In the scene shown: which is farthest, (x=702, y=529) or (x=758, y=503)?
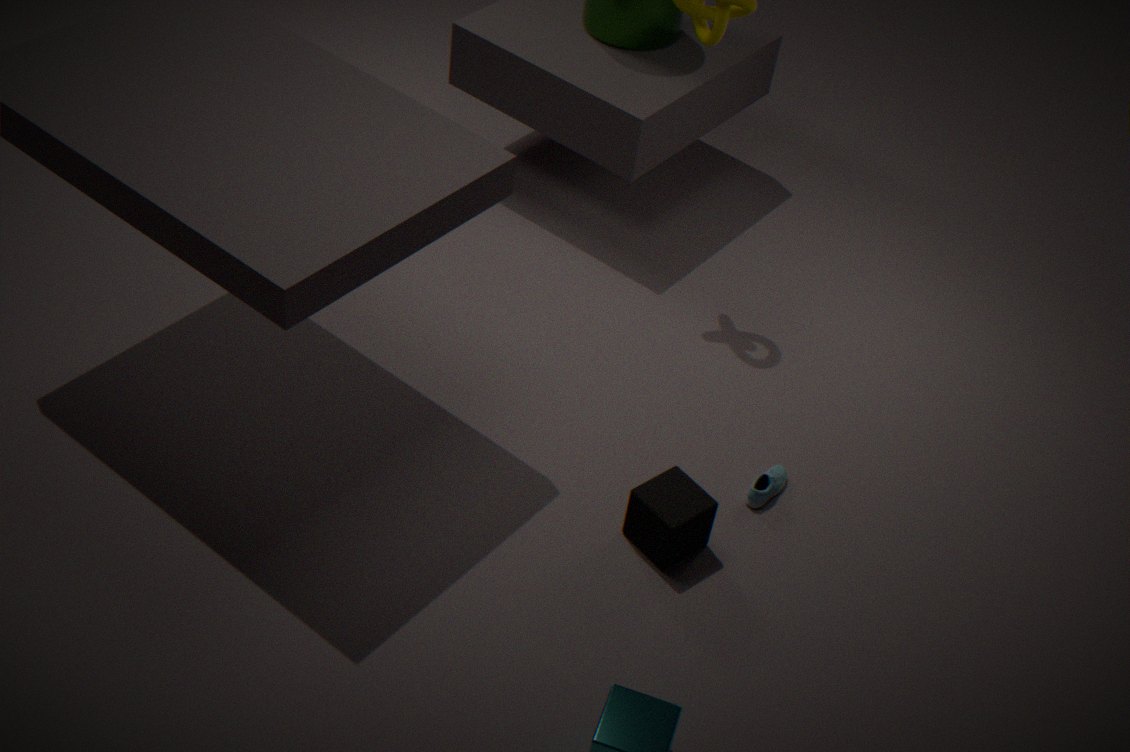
(x=758, y=503)
